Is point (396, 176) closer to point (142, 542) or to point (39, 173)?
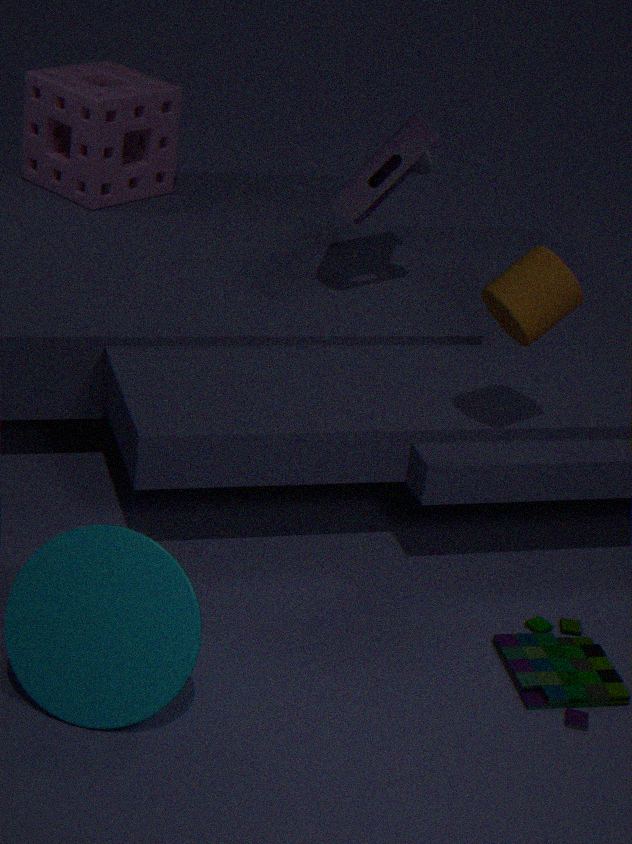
point (39, 173)
